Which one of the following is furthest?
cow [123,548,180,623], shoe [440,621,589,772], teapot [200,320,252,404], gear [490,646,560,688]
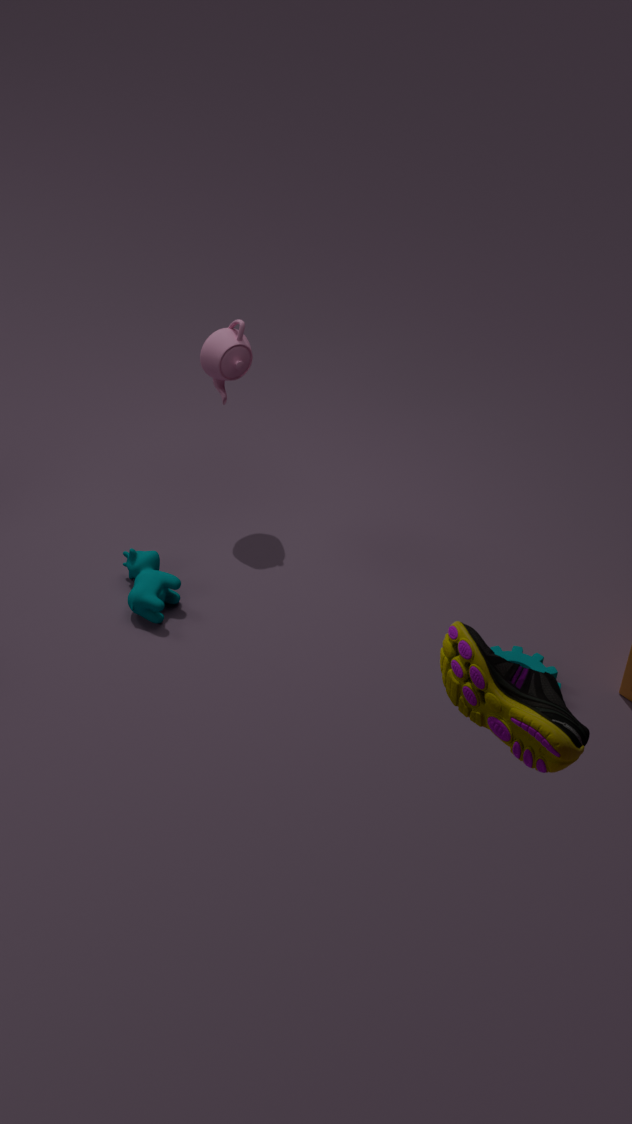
teapot [200,320,252,404]
